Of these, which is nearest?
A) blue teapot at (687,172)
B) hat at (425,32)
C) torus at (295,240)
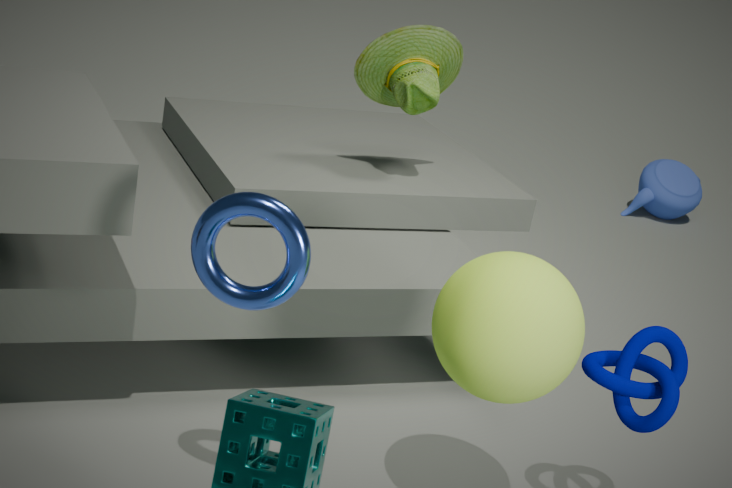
torus at (295,240)
